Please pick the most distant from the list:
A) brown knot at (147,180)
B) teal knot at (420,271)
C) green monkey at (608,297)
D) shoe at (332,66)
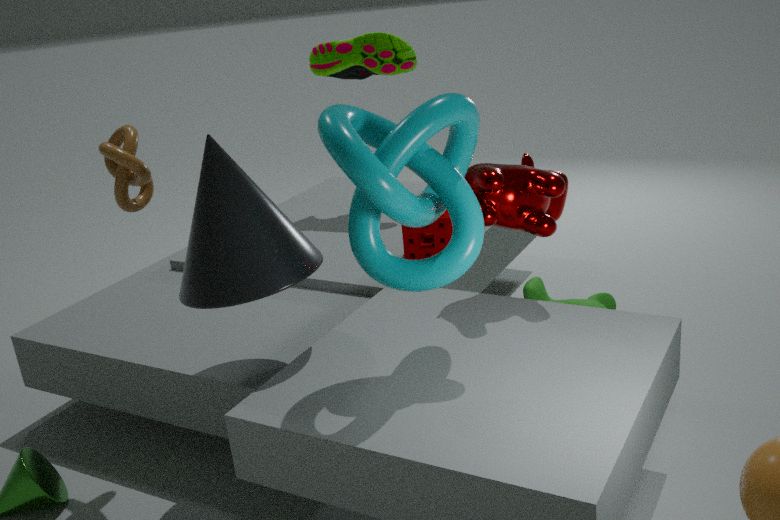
shoe at (332,66)
